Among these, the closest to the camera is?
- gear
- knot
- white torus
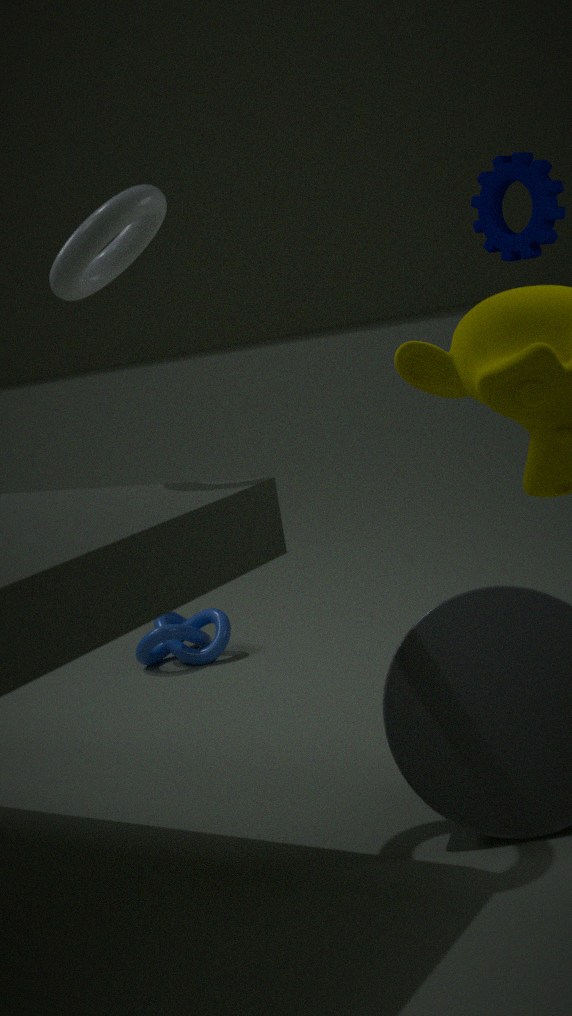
white torus
